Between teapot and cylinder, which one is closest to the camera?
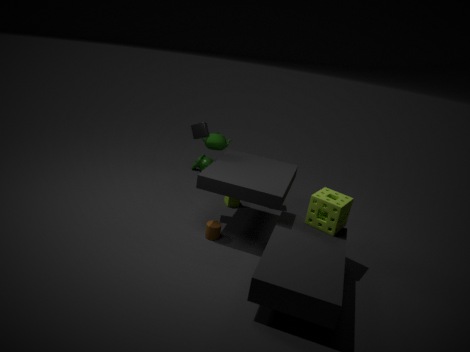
cylinder
